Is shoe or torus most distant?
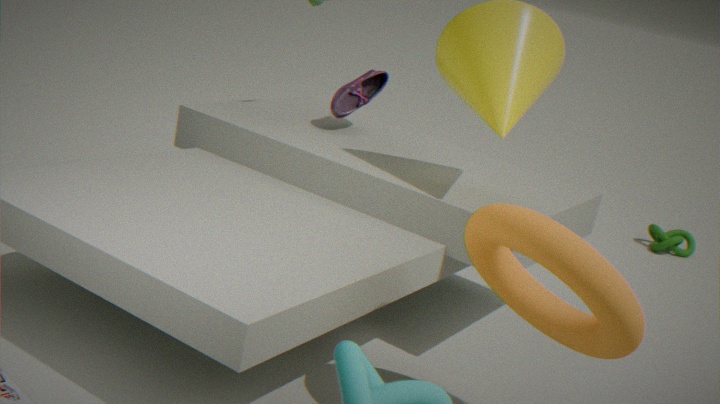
shoe
